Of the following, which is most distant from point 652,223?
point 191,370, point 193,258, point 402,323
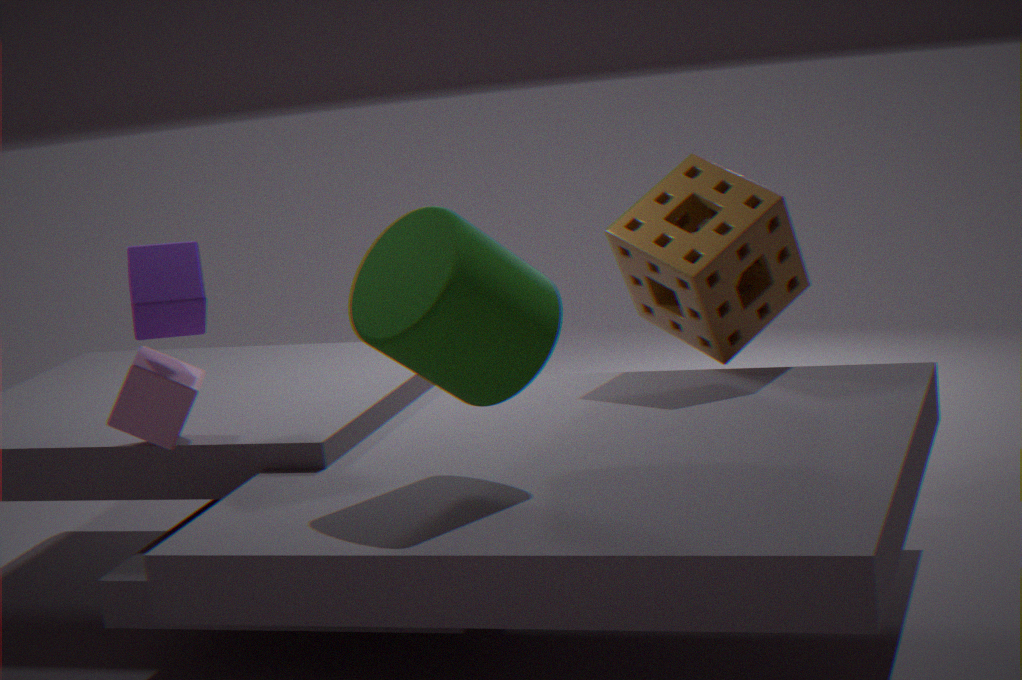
point 191,370
